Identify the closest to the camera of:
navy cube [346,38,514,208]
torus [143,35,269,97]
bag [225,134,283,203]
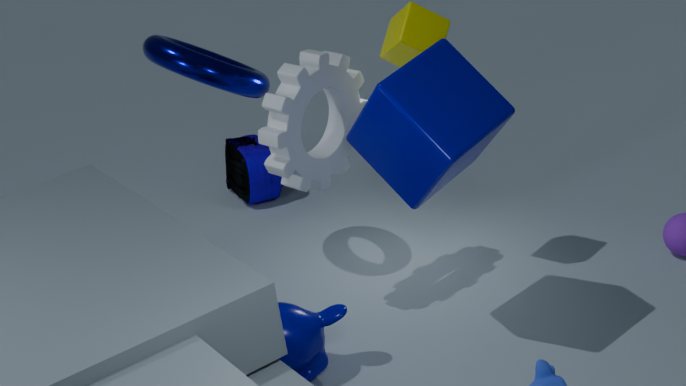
navy cube [346,38,514,208]
